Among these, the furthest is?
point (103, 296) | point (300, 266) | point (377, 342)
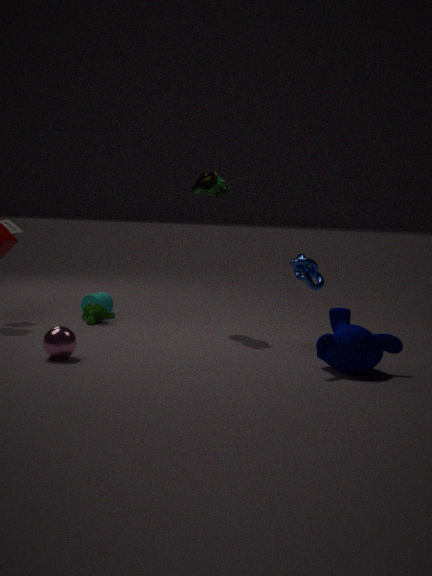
point (103, 296)
